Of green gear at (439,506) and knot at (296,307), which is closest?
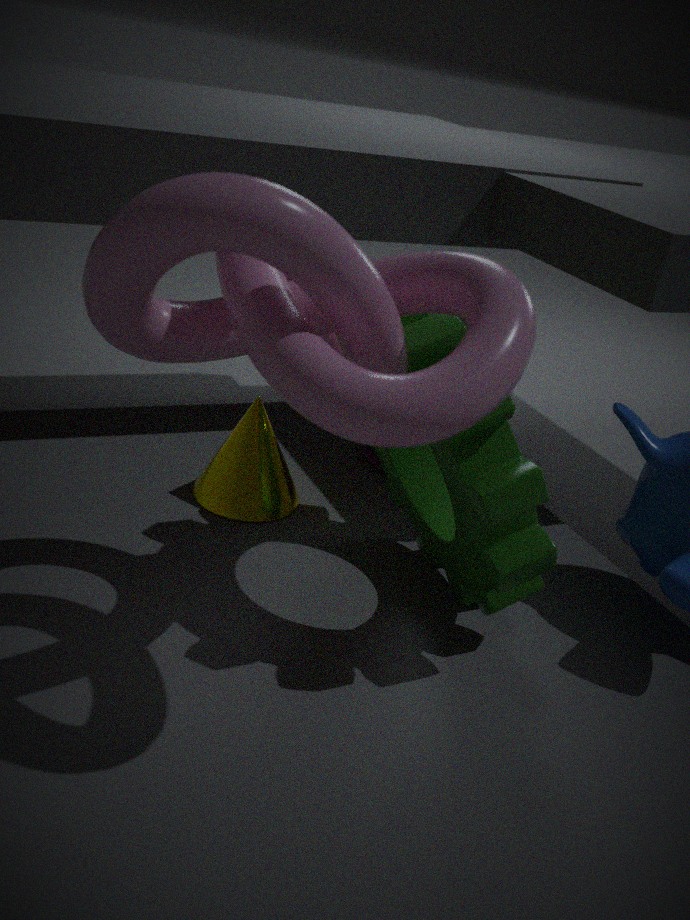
knot at (296,307)
